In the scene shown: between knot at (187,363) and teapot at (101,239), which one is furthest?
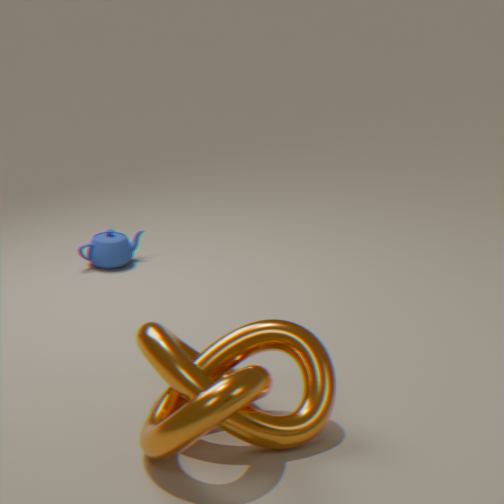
teapot at (101,239)
